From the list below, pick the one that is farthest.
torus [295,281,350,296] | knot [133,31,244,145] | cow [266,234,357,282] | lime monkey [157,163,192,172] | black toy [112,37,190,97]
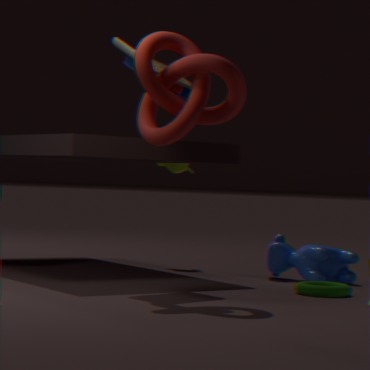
lime monkey [157,163,192,172]
